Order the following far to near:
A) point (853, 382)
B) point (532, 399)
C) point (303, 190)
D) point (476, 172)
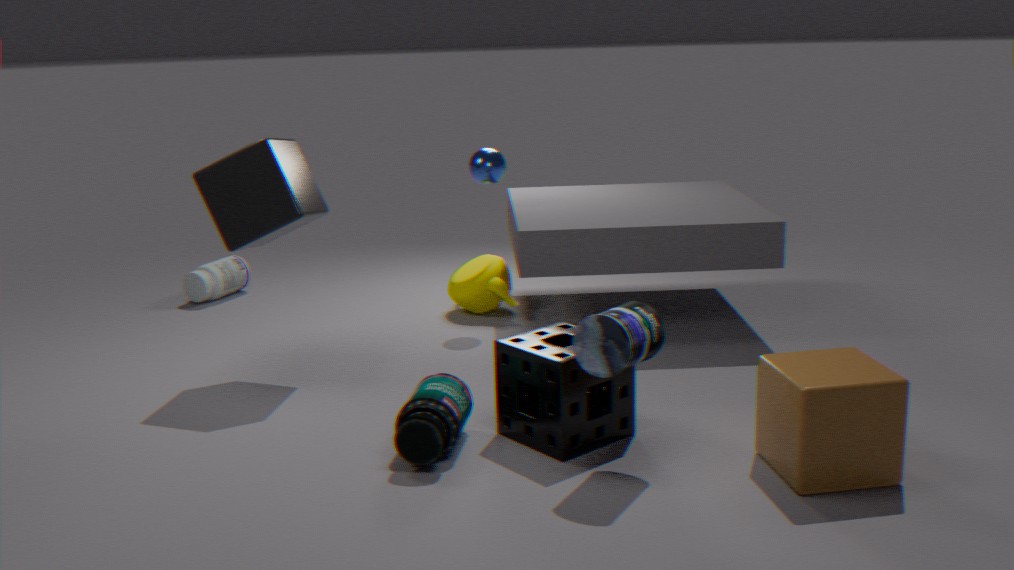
1. D. point (476, 172)
2. C. point (303, 190)
3. B. point (532, 399)
4. A. point (853, 382)
